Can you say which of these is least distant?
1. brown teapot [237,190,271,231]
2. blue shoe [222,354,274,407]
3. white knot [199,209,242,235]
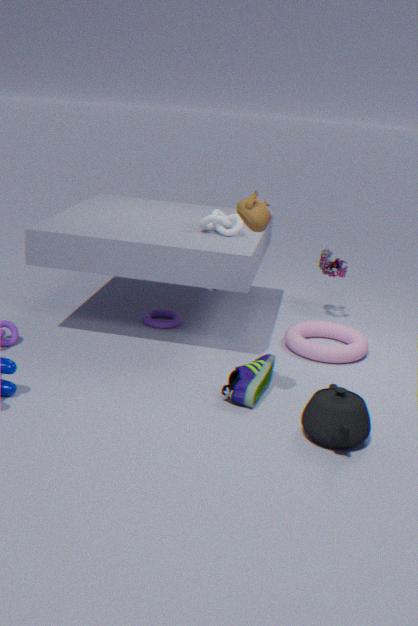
brown teapot [237,190,271,231]
